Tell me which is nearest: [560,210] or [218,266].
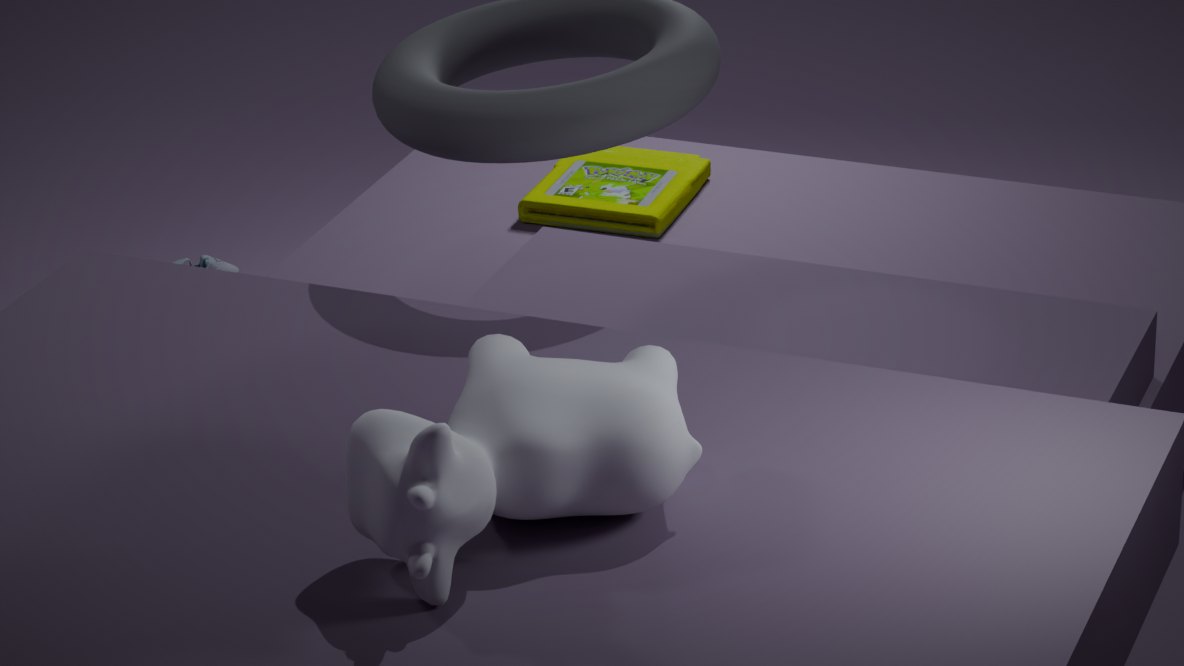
[560,210]
